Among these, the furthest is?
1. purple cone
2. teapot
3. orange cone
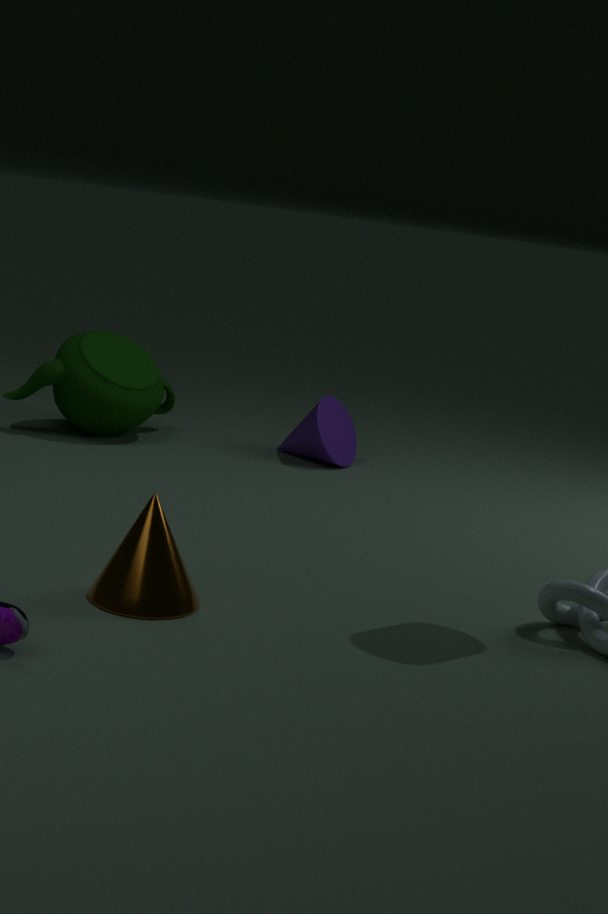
purple cone
